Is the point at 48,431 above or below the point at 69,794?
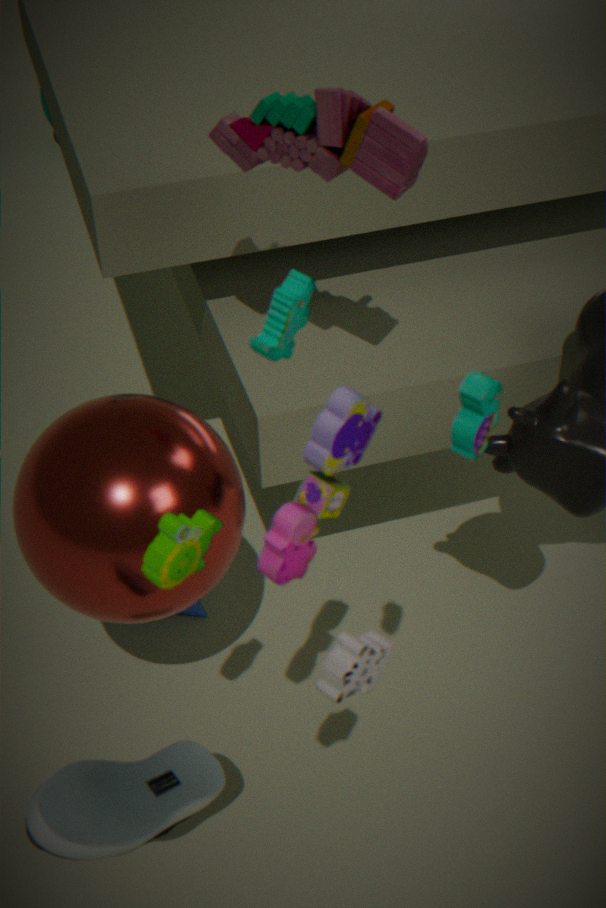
above
